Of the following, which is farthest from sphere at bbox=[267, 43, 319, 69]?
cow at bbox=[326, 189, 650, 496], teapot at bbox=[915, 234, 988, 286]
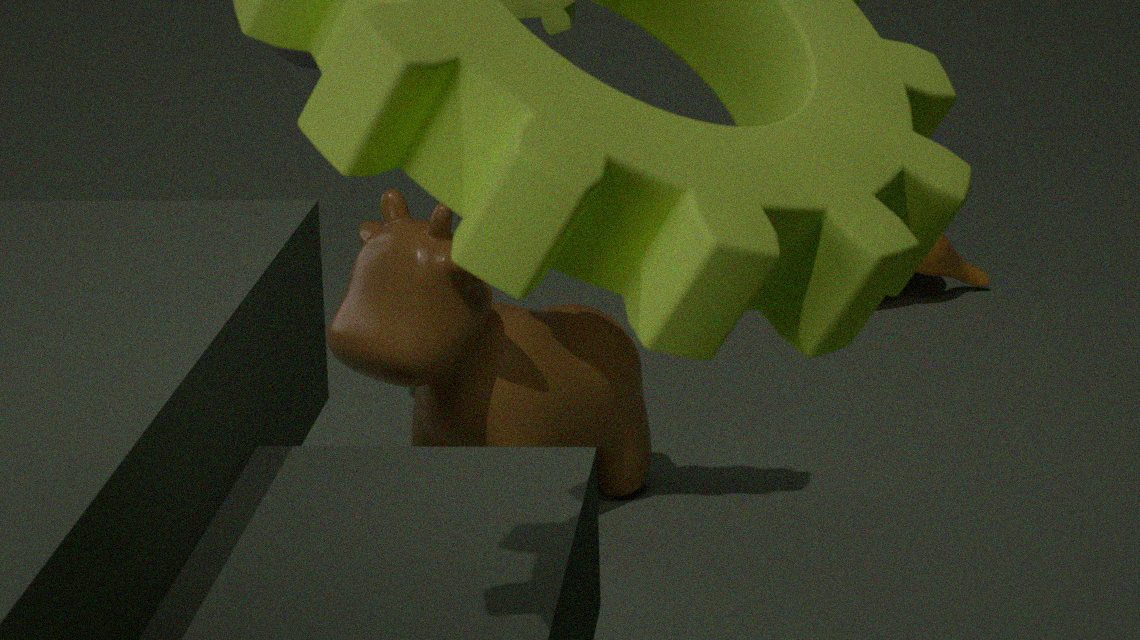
teapot at bbox=[915, 234, 988, 286]
